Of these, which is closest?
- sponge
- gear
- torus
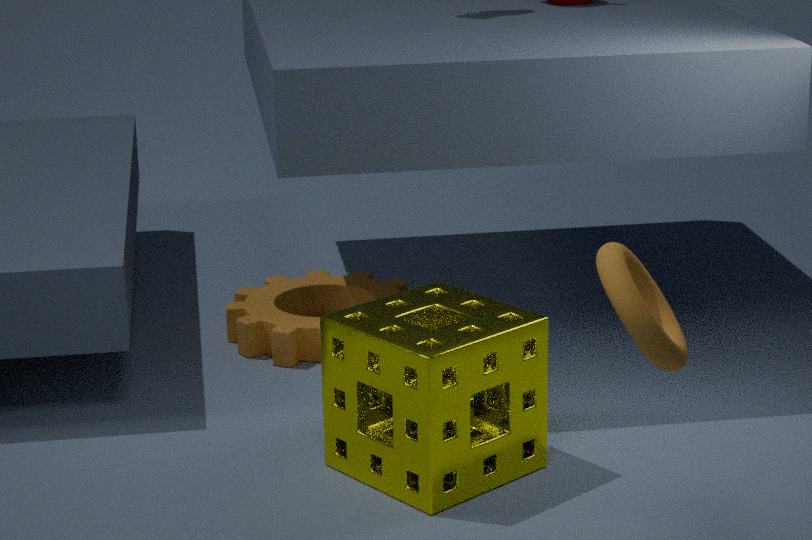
torus
